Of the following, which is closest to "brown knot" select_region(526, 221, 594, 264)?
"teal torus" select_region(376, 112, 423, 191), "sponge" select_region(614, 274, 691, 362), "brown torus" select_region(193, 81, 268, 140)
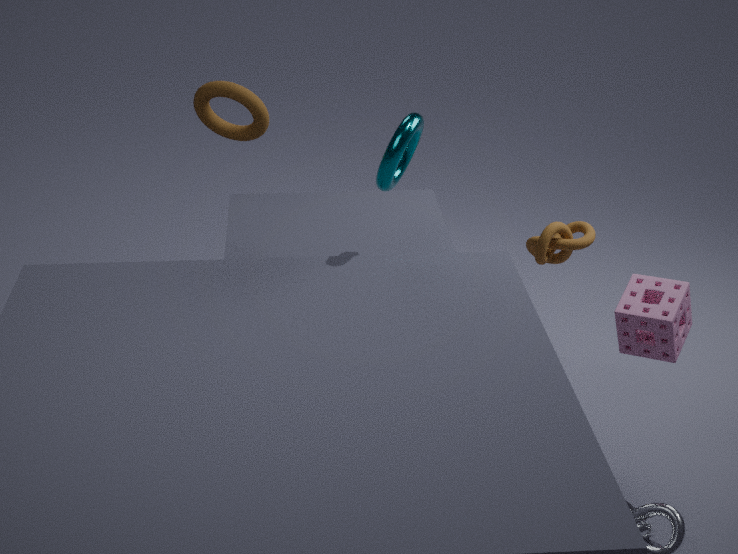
"sponge" select_region(614, 274, 691, 362)
